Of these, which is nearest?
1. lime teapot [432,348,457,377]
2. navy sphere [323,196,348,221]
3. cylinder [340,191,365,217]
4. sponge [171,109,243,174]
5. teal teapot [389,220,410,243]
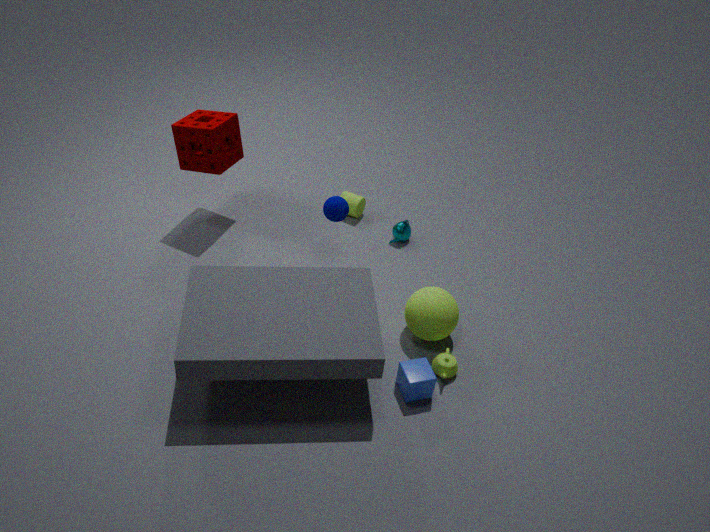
lime teapot [432,348,457,377]
